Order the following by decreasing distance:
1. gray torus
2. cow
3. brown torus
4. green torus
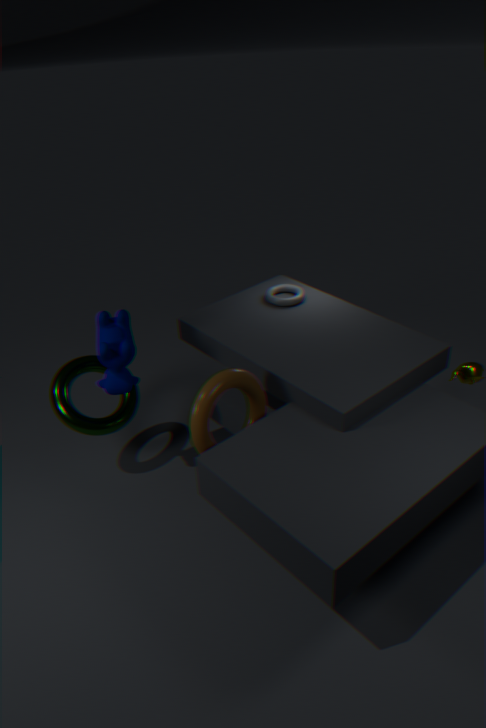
1. gray torus
2. green torus
3. cow
4. brown torus
